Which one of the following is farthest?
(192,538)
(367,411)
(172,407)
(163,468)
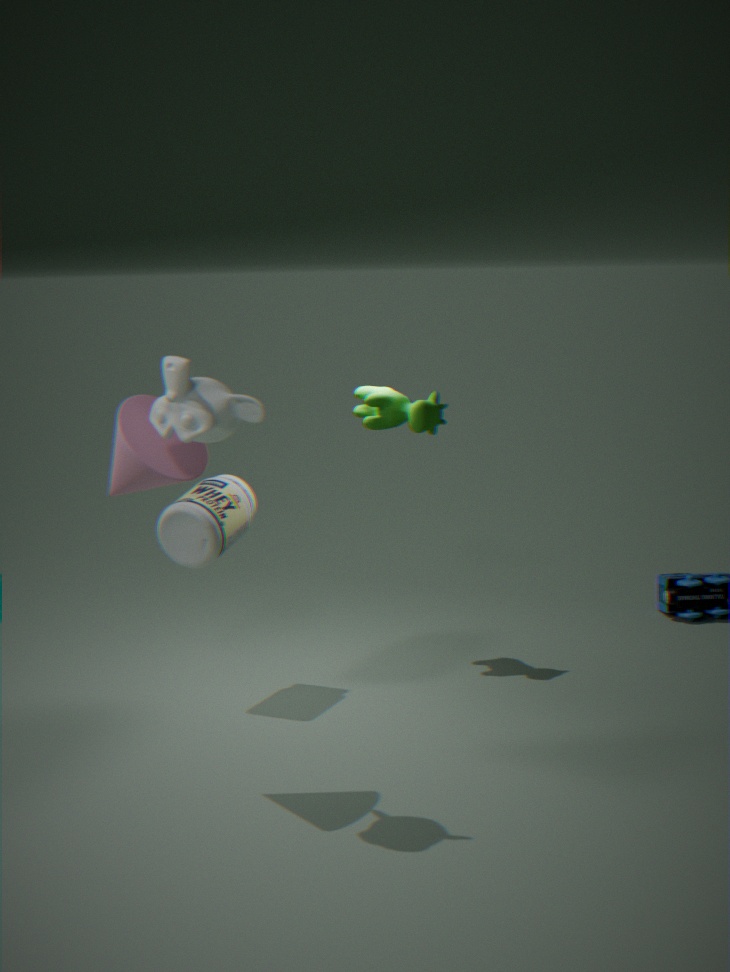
(367,411)
